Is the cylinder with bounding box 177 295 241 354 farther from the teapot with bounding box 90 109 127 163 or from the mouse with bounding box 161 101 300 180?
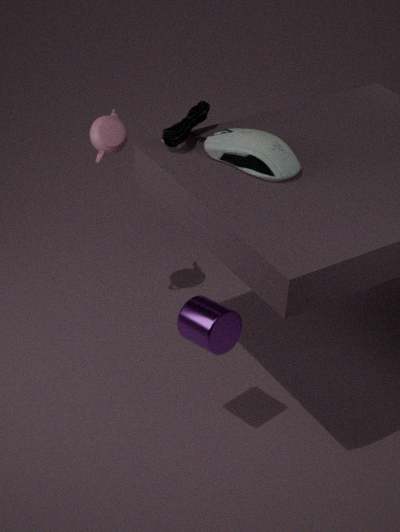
the teapot with bounding box 90 109 127 163
